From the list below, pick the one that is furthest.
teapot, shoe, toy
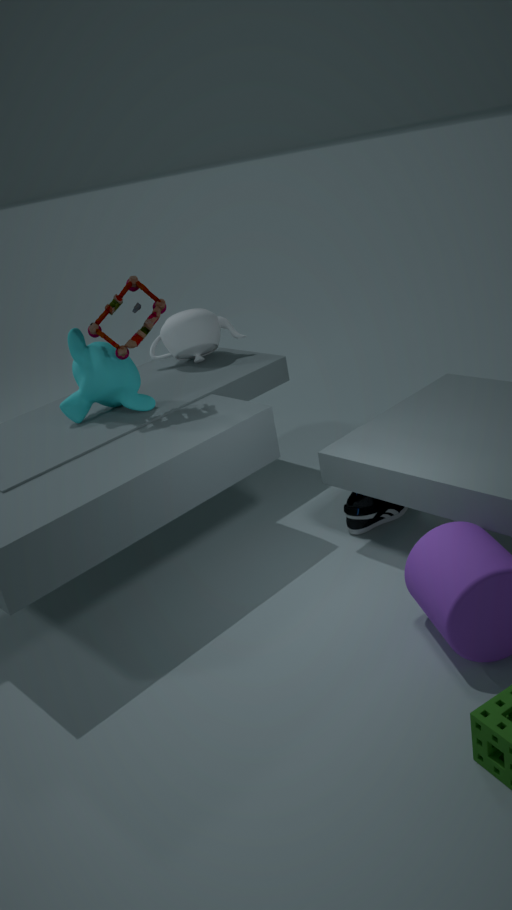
teapot
